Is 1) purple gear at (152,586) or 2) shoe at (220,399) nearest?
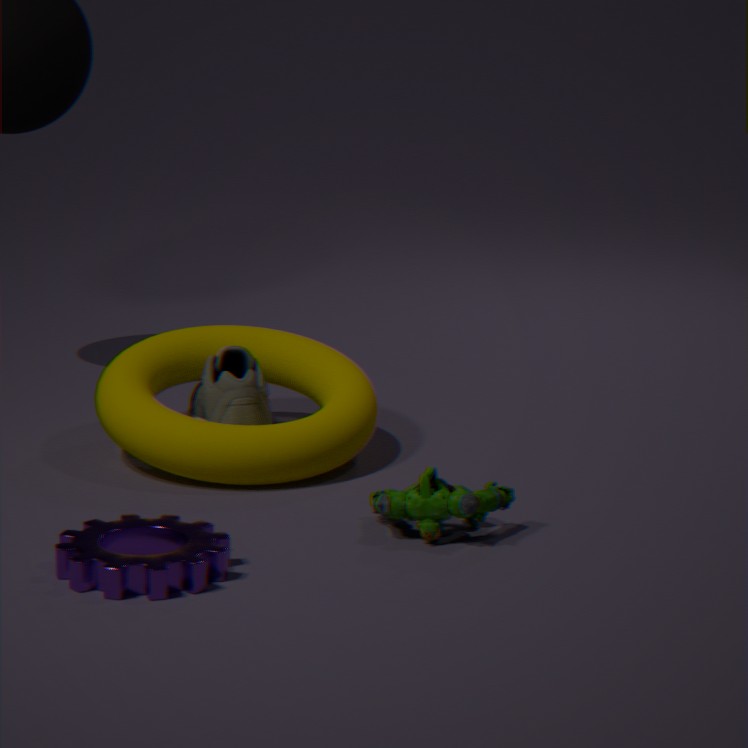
1. purple gear at (152,586)
